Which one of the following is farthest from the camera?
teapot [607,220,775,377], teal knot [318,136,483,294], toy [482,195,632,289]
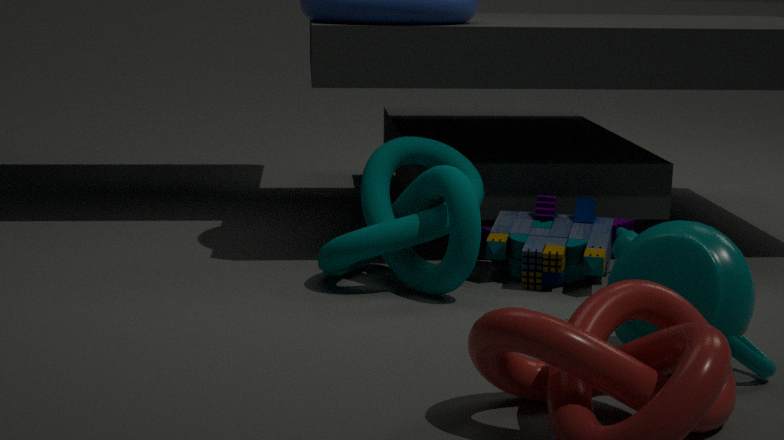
toy [482,195,632,289]
